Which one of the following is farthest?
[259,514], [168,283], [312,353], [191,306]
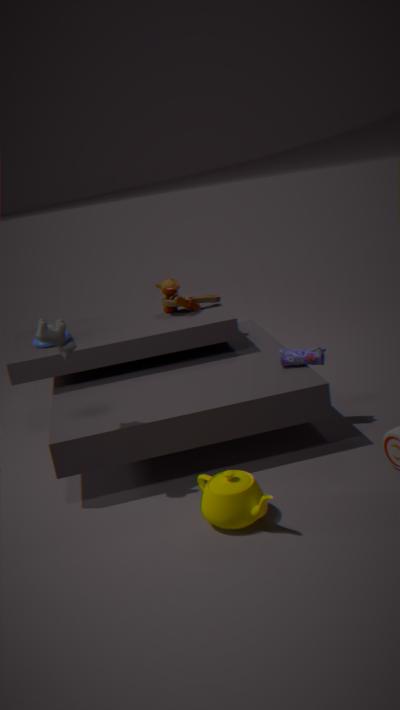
[168,283]
